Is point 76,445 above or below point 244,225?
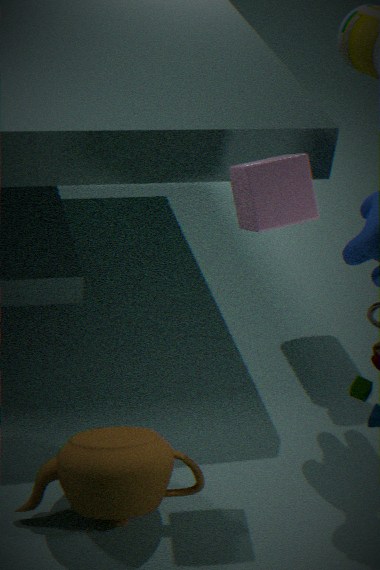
below
